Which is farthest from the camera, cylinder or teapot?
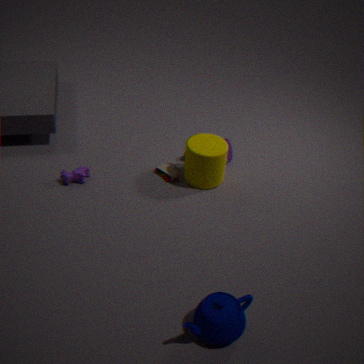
cylinder
